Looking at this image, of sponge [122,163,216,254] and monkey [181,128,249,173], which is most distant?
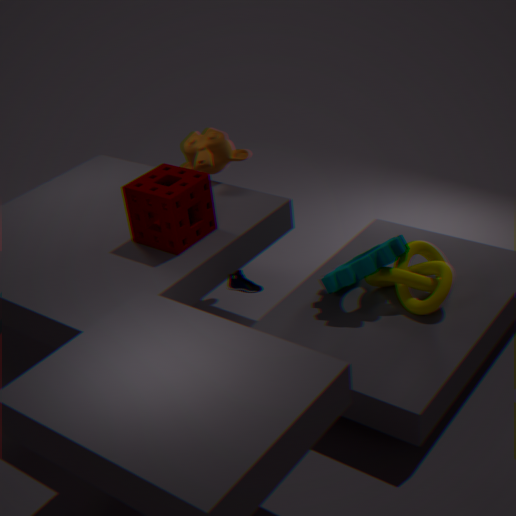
monkey [181,128,249,173]
